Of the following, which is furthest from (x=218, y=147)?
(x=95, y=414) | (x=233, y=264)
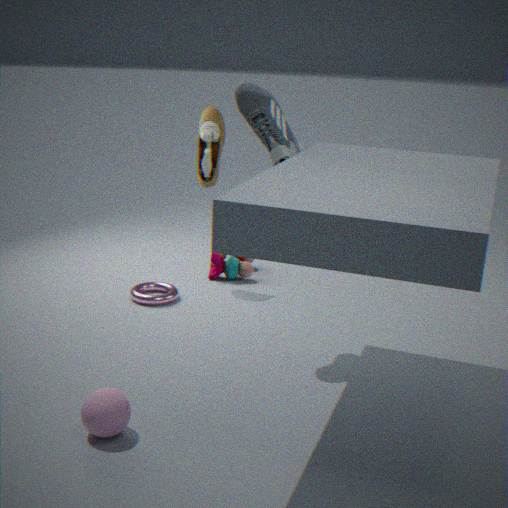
(x=95, y=414)
